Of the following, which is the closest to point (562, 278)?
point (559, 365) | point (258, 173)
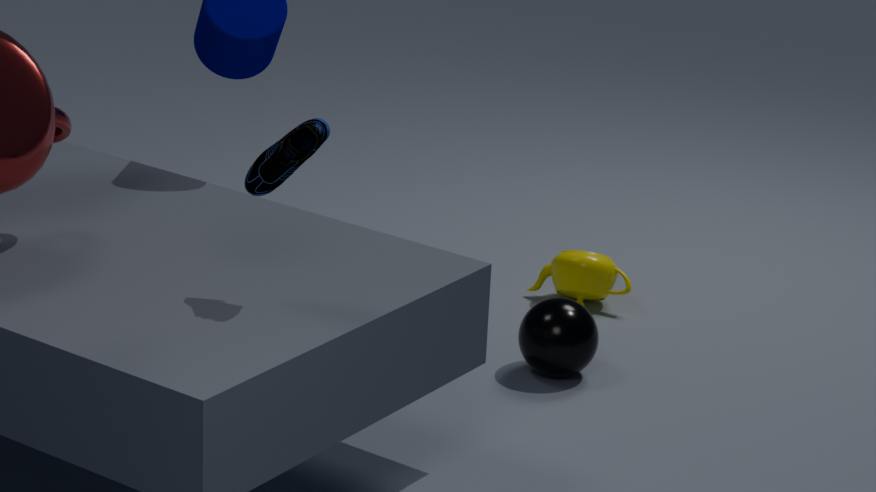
point (559, 365)
